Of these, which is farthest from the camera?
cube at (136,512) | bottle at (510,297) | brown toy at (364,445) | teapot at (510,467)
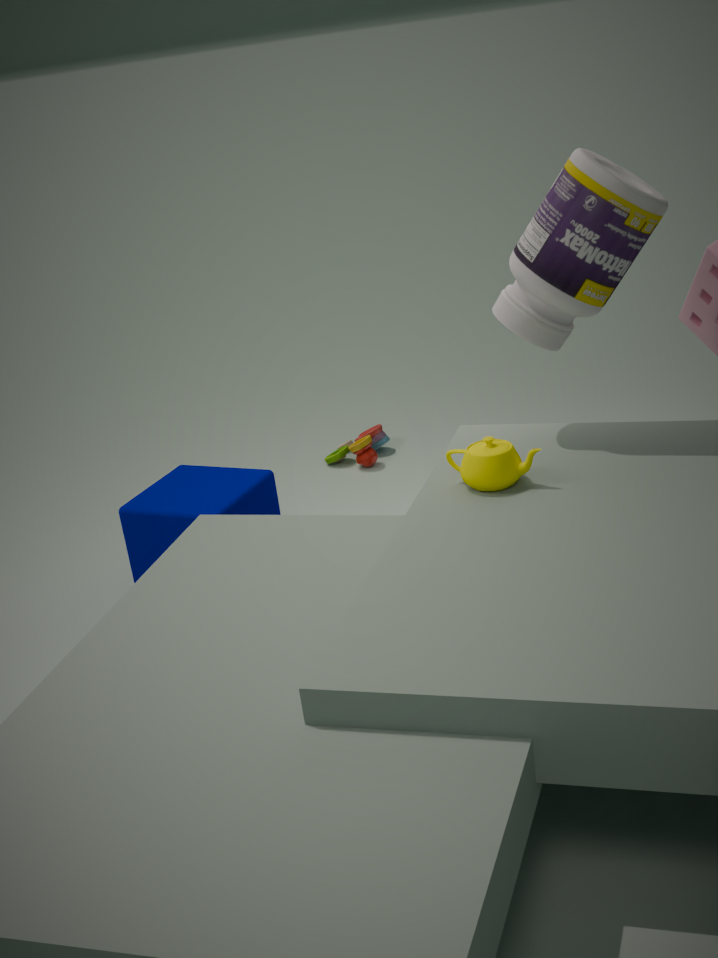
brown toy at (364,445)
